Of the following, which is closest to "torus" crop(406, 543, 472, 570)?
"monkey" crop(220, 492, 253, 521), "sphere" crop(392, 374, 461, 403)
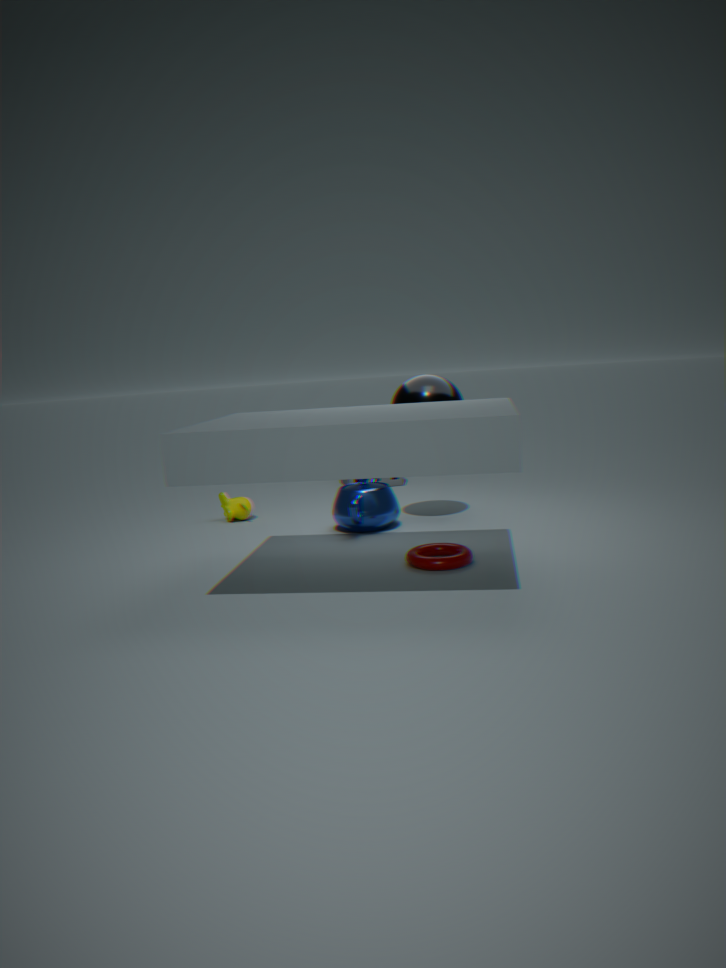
"sphere" crop(392, 374, 461, 403)
